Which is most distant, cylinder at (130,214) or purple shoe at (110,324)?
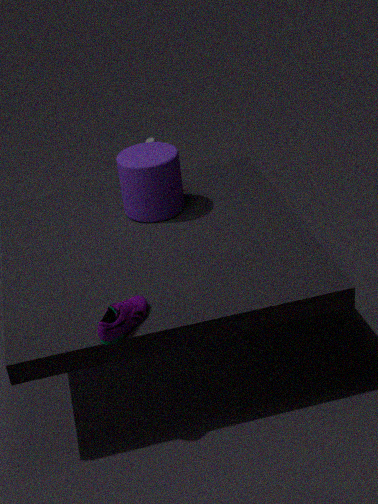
cylinder at (130,214)
